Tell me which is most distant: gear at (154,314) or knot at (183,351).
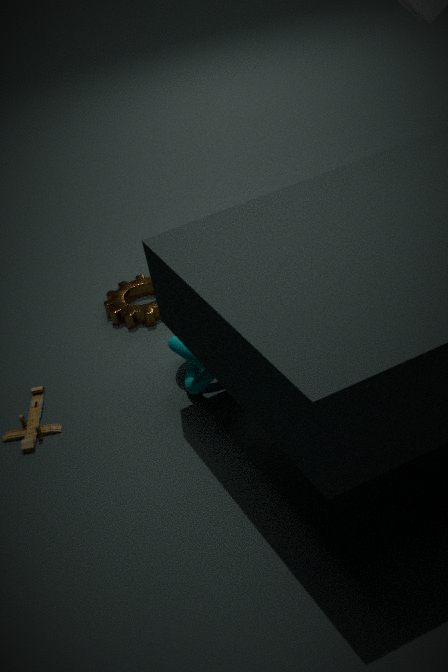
gear at (154,314)
